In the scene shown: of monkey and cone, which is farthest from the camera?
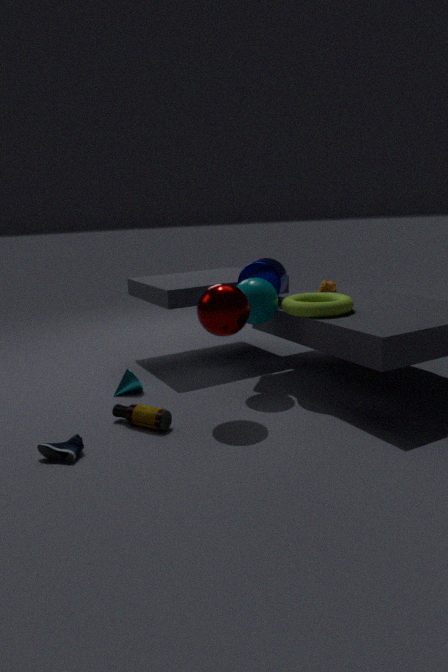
monkey
